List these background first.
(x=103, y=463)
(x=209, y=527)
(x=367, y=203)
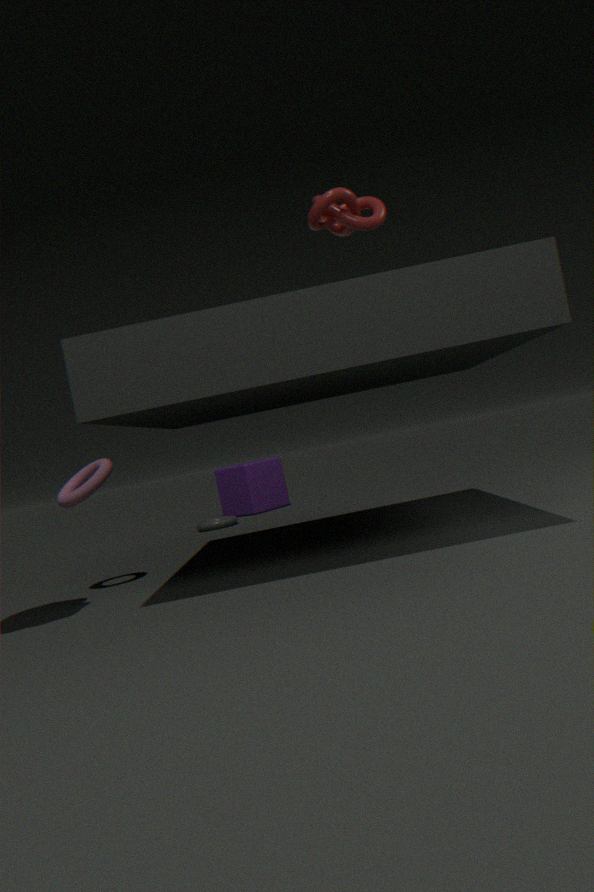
(x=209, y=527)
(x=103, y=463)
(x=367, y=203)
